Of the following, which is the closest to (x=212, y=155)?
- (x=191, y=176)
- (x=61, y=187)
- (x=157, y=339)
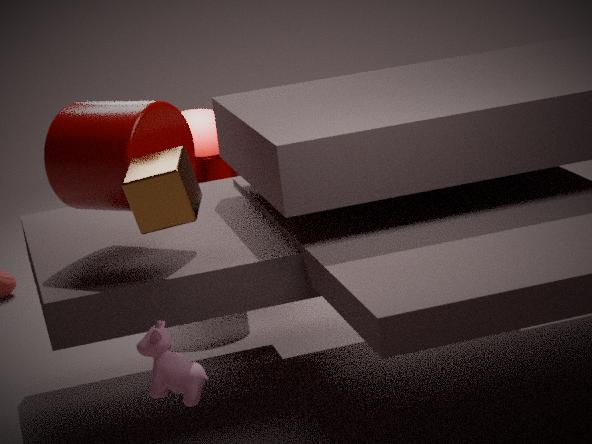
(x=61, y=187)
